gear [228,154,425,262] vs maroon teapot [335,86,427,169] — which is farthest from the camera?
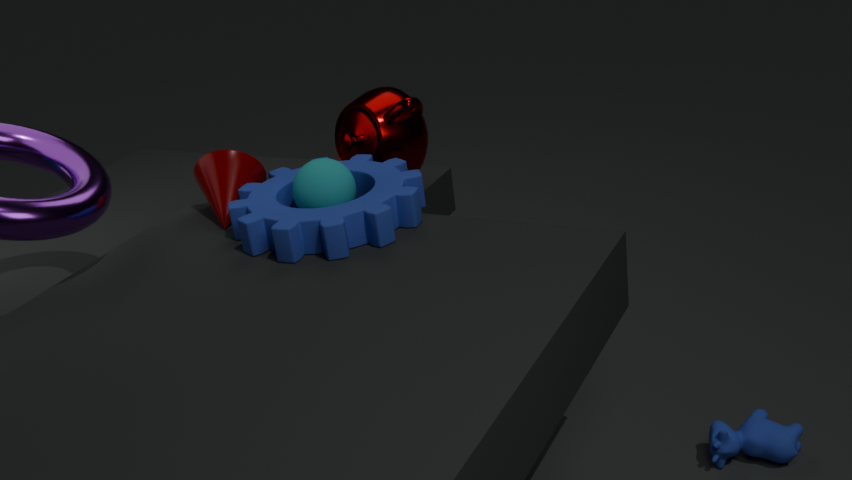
maroon teapot [335,86,427,169]
